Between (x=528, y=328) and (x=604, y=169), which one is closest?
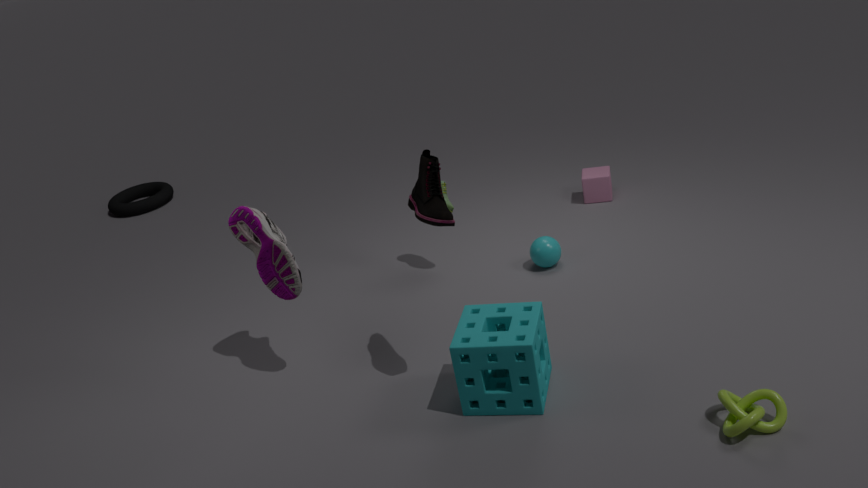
(x=528, y=328)
